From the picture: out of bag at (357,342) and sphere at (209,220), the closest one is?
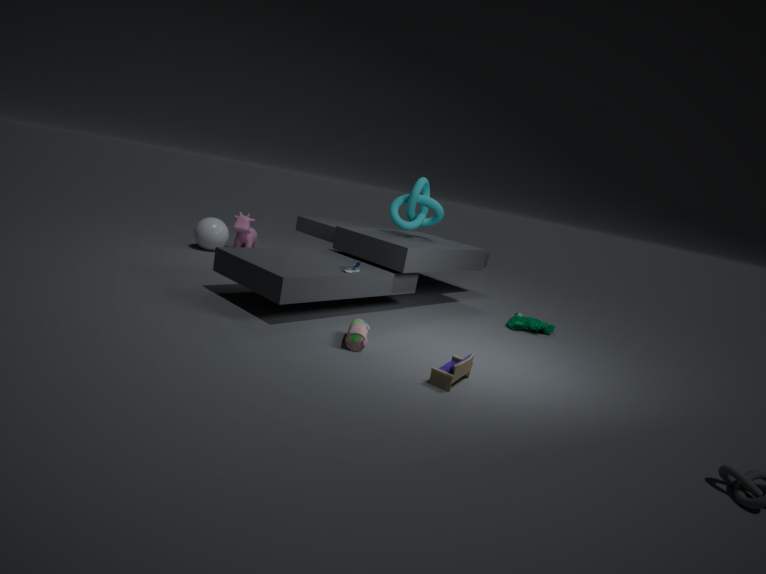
bag at (357,342)
